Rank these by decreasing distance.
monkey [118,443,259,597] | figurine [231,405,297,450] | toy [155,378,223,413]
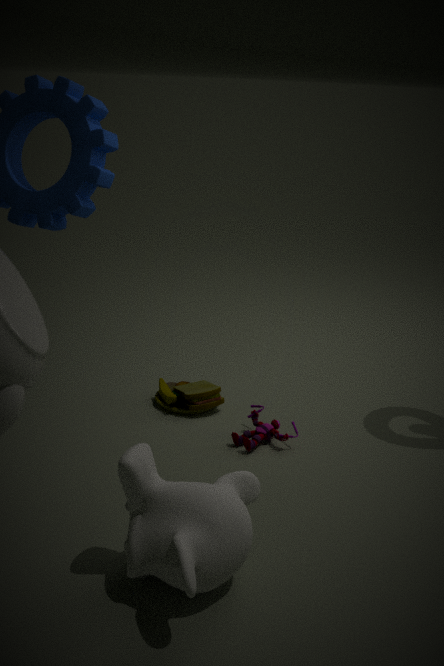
toy [155,378,223,413]
figurine [231,405,297,450]
monkey [118,443,259,597]
